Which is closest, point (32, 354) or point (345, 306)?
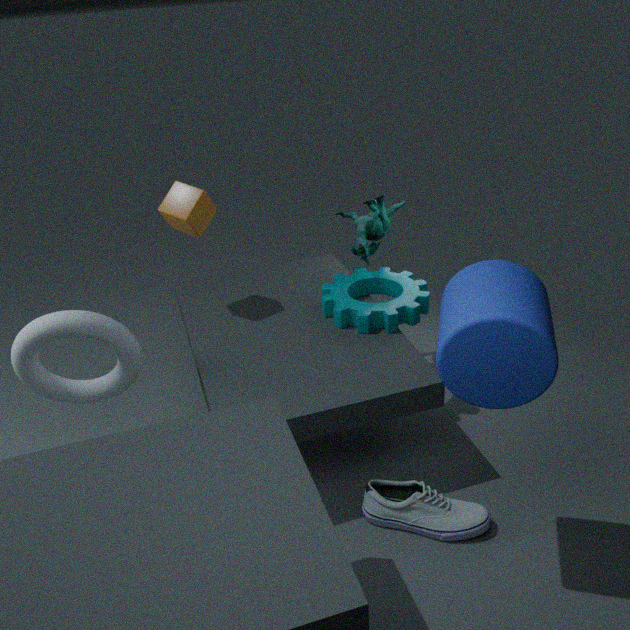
point (32, 354)
